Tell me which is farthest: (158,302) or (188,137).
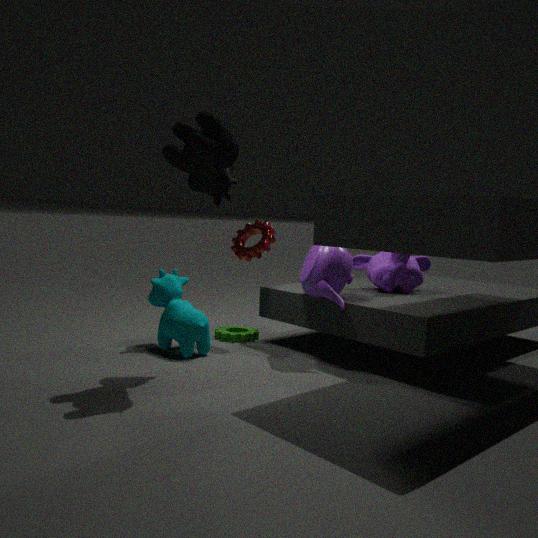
(158,302)
